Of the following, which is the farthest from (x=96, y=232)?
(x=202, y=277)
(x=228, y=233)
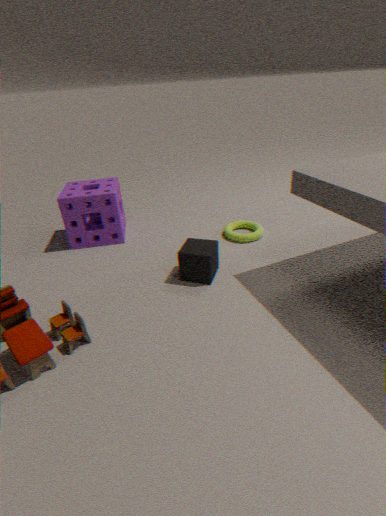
(x=228, y=233)
